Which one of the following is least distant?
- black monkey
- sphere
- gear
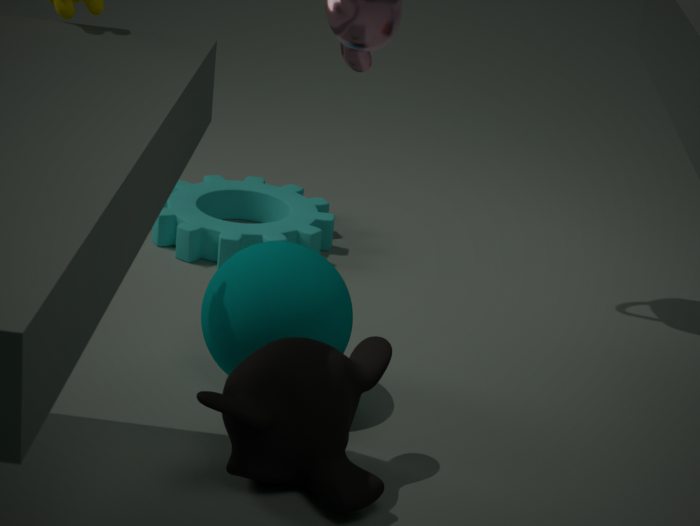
black monkey
